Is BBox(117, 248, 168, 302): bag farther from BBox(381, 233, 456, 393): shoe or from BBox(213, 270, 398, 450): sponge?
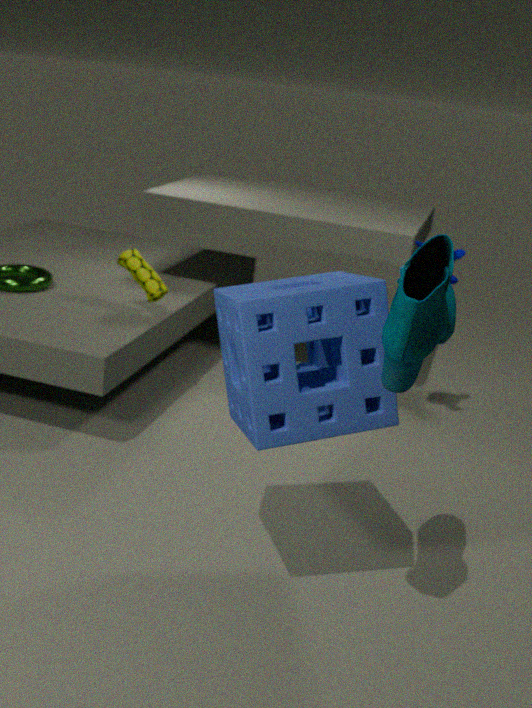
BBox(381, 233, 456, 393): shoe
